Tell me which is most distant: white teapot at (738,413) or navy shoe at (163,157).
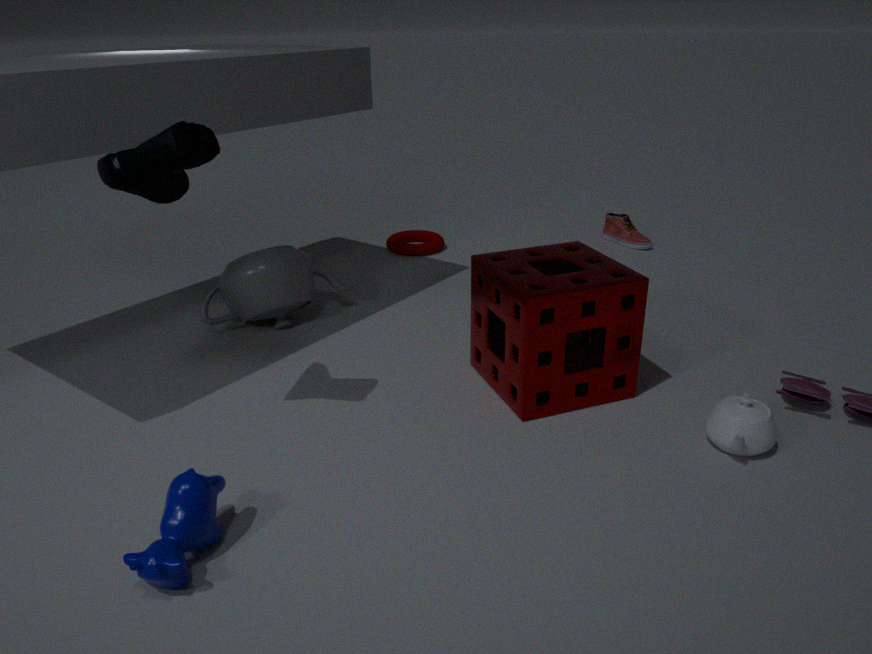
white teapot at (738,413)
